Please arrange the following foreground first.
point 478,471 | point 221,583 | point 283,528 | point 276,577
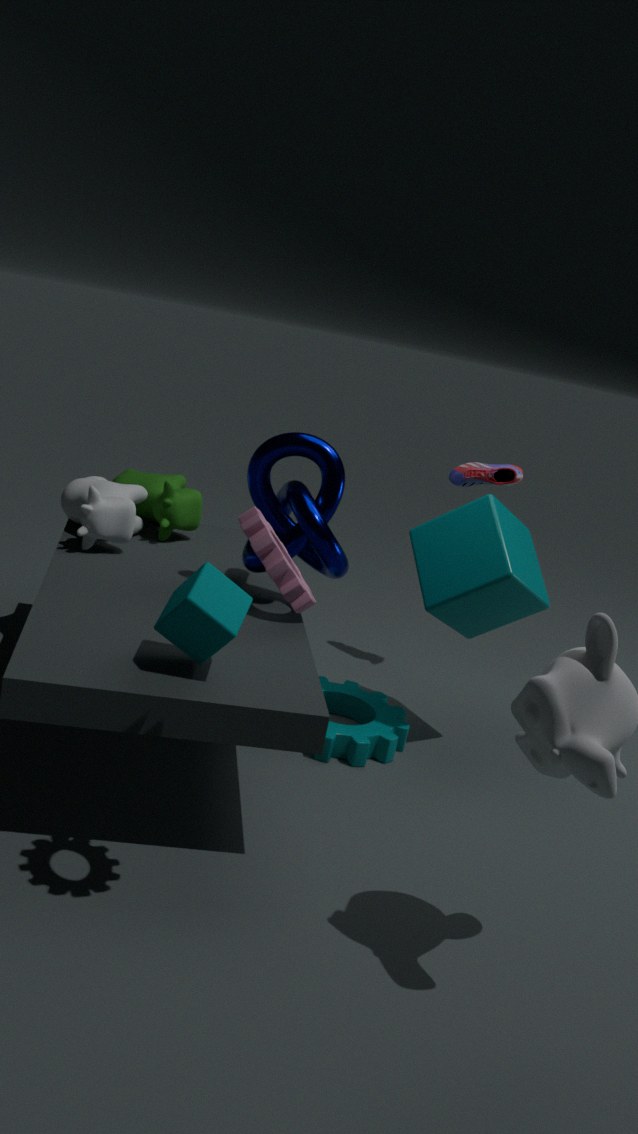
point 276,577, point 221,583, point 283,528, point 478,471
